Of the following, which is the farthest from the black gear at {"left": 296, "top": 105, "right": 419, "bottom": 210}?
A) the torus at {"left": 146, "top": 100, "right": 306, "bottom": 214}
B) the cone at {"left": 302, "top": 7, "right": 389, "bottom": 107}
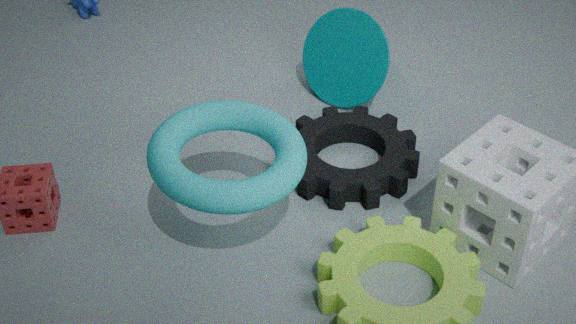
the torus at {"left": 146, "top": 100, "right": 306, "bottom": 214}
